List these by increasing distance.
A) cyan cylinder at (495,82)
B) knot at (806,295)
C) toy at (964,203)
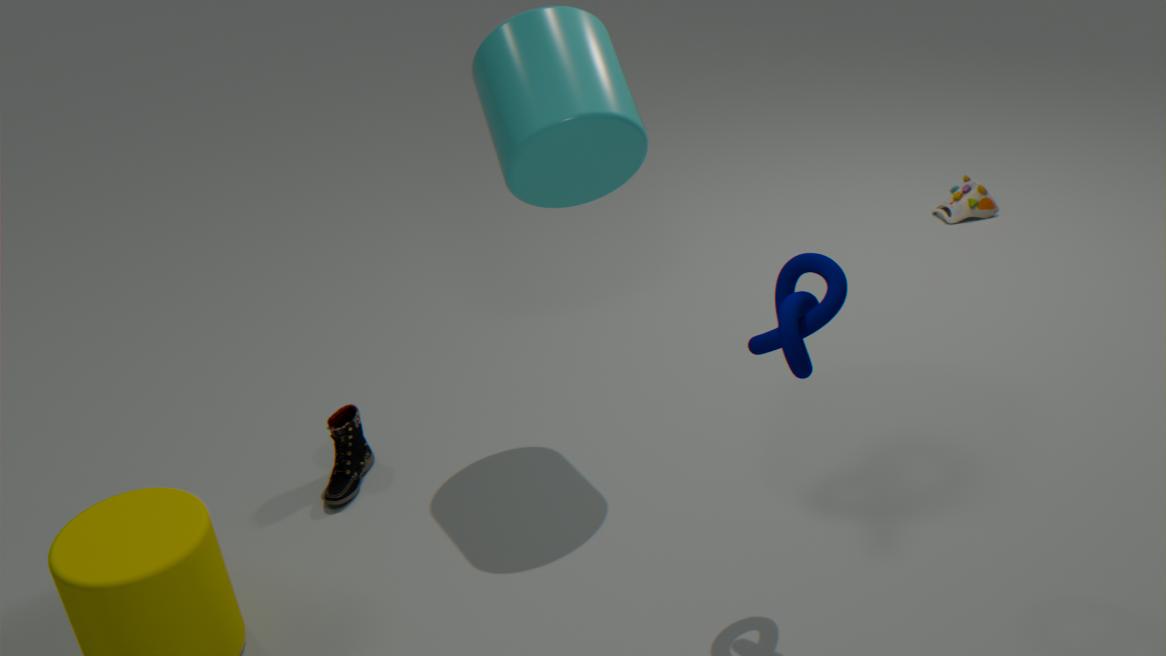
knot at (806,295)
cyan cylinder at (495,82)
toy at (964,203)
